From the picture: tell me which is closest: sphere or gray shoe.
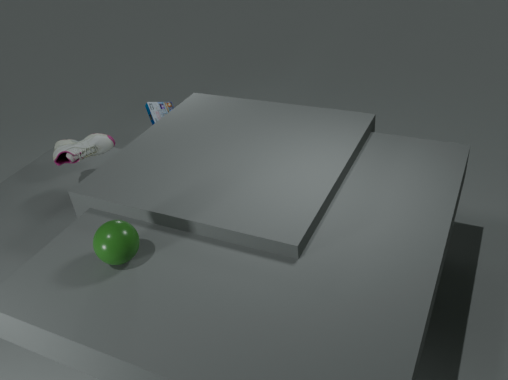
sphere
